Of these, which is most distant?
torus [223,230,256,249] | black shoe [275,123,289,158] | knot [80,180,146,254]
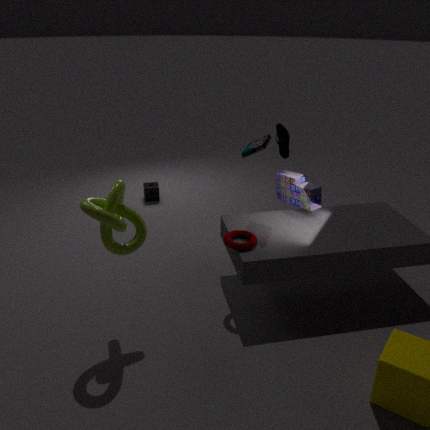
black shoe [275,123,289,158]
